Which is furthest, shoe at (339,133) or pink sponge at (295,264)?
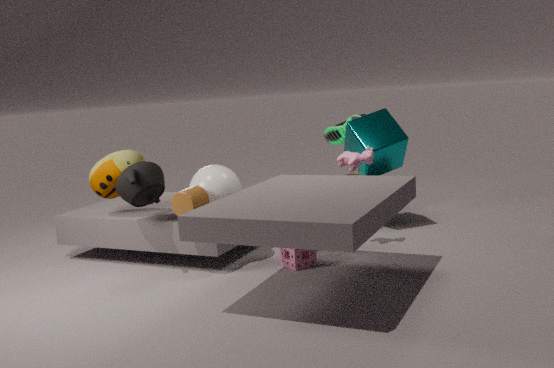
shoe at (339,133)
